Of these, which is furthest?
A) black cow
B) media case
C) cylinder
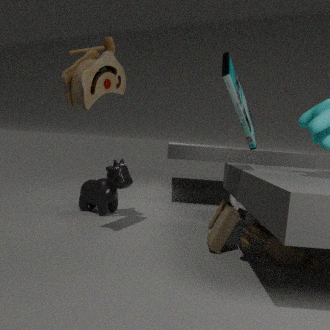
cylinder
